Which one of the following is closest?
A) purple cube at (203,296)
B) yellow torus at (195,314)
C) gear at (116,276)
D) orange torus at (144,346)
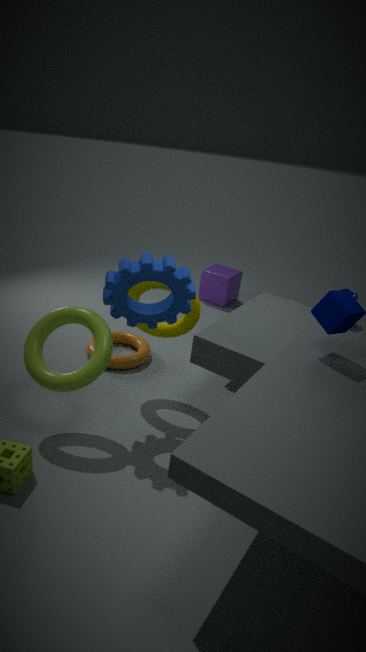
gear at (116,276)
